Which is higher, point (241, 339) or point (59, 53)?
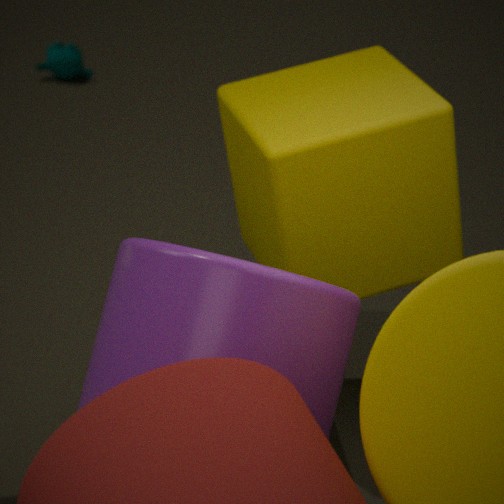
point (241, 339)
